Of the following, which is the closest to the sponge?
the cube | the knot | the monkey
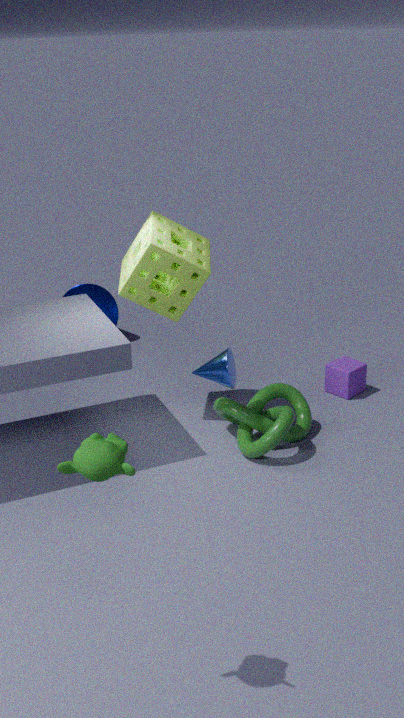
the knot
